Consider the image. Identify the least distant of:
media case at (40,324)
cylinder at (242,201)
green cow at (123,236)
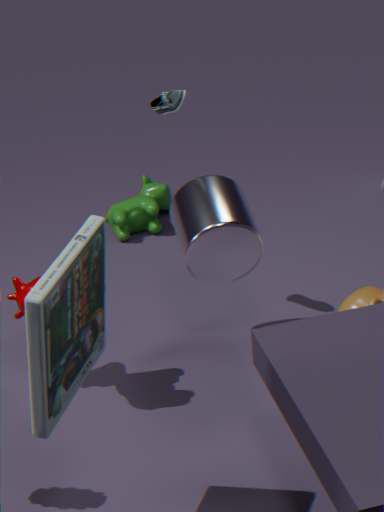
media case at (40,324)
